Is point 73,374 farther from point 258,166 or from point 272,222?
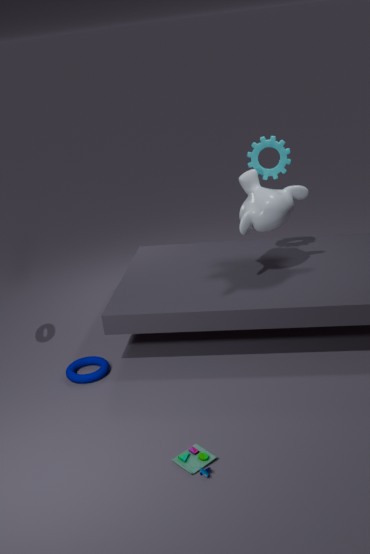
point 258,166
